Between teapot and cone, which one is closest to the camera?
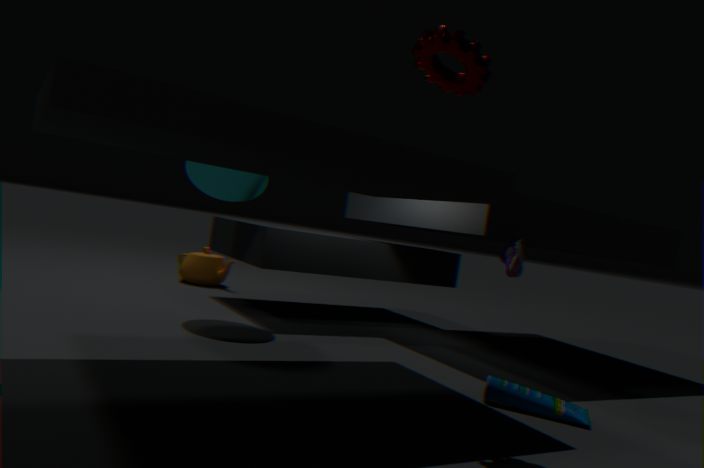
cone
